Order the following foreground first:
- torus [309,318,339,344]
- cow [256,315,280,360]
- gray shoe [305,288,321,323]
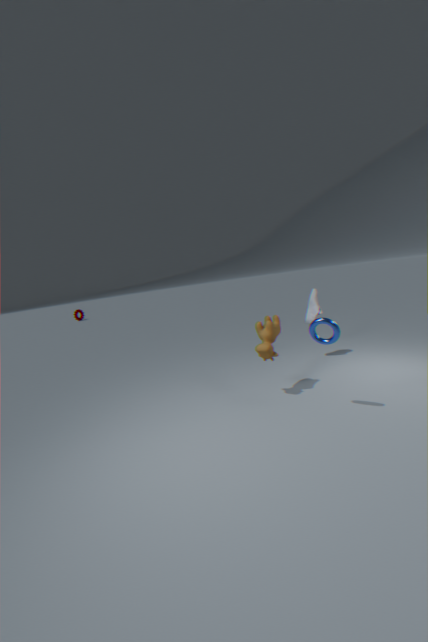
torus [309,318,339,344]
cow [256,315,280,360]
gray shoe [305,288,321,323]
